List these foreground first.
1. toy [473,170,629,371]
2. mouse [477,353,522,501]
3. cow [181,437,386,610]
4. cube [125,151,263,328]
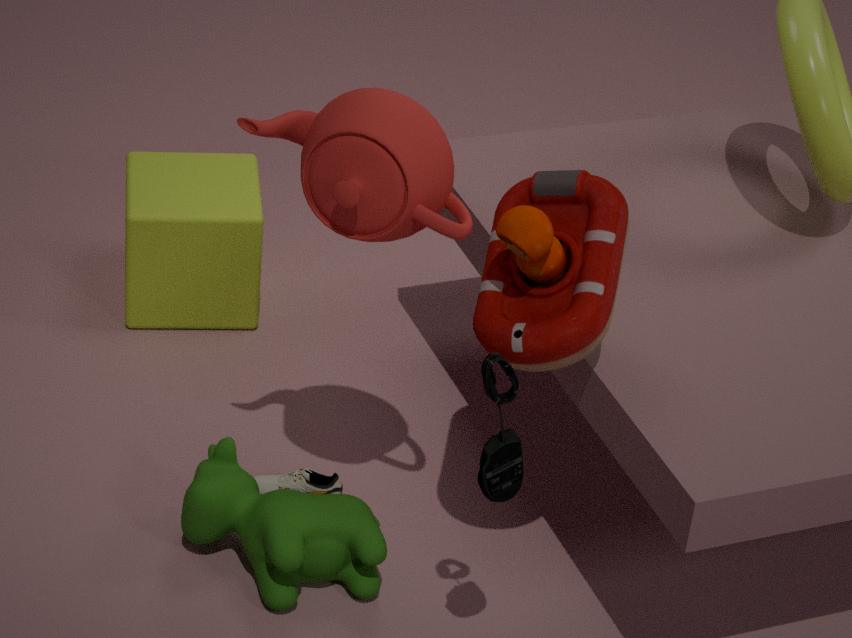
1. mouse [477,353,522,501]
2. toy [473,170,629,371]
3. cow [181,437,386,610]
4. cube [125,151,263,328]
